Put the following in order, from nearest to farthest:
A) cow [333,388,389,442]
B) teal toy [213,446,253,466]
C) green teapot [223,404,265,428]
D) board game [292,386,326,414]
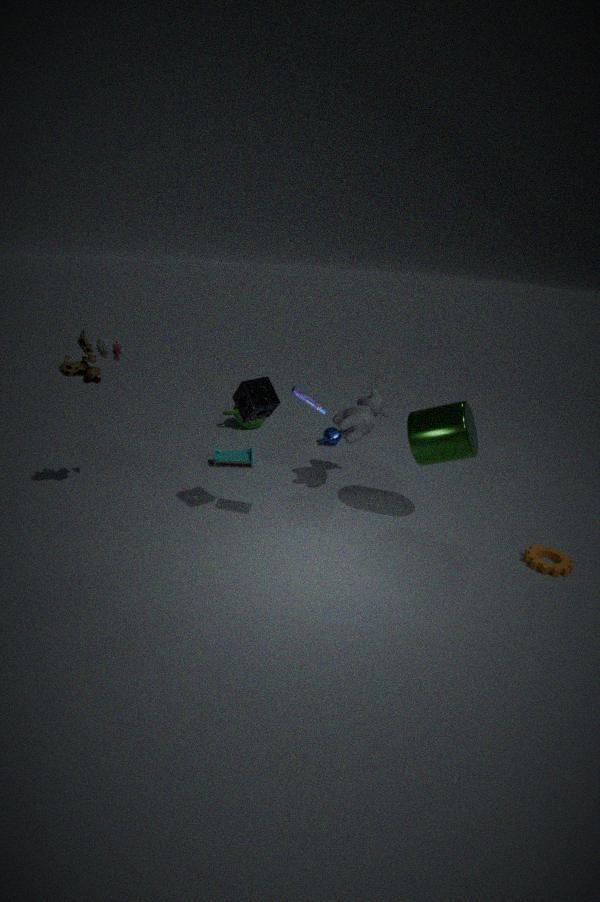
board game [292,386,326,414]
cow [333,388,389,442]
teal toy [213,446,253,466]
green teapot [223,404,265,428]
